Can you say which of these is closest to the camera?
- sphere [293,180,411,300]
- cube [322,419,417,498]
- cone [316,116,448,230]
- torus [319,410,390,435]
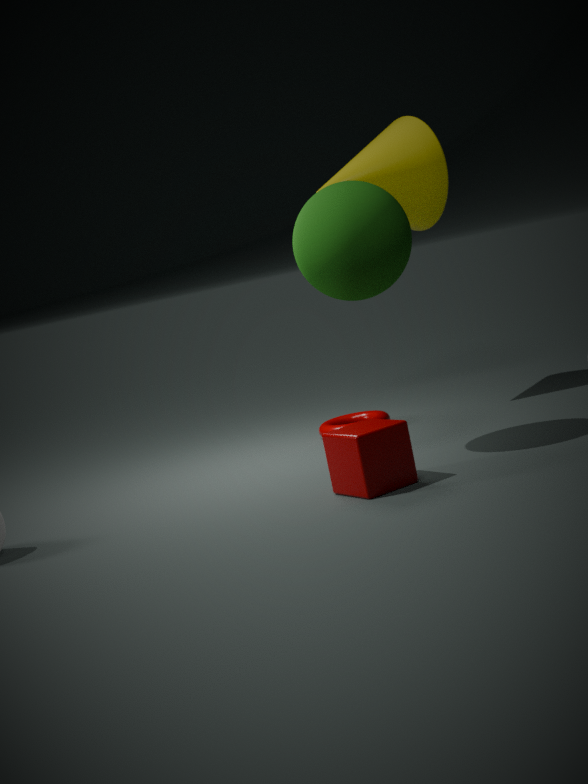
cube [322,419,417,498]
